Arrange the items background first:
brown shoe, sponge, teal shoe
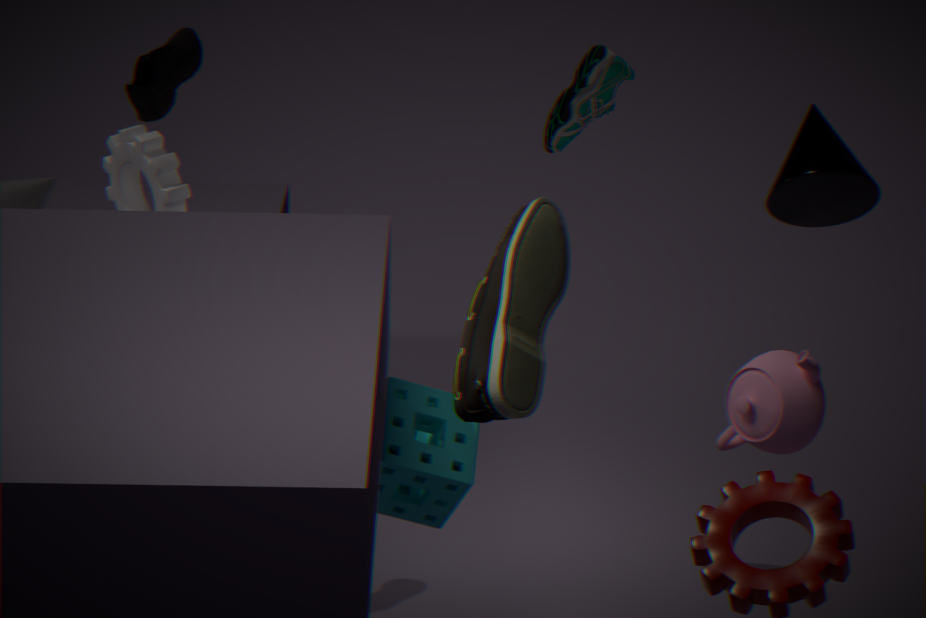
teal shoe
sponge
brown shoe
